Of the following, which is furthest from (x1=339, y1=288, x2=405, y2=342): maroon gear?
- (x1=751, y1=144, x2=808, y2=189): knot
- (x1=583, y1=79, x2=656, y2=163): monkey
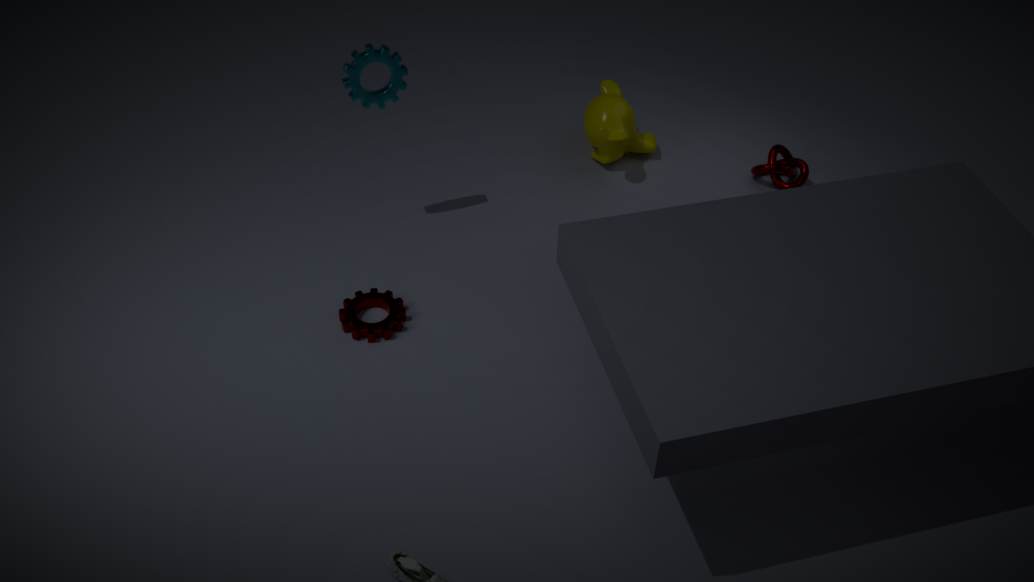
(x1=751, y1=144, x2=808, y2=189): knot
